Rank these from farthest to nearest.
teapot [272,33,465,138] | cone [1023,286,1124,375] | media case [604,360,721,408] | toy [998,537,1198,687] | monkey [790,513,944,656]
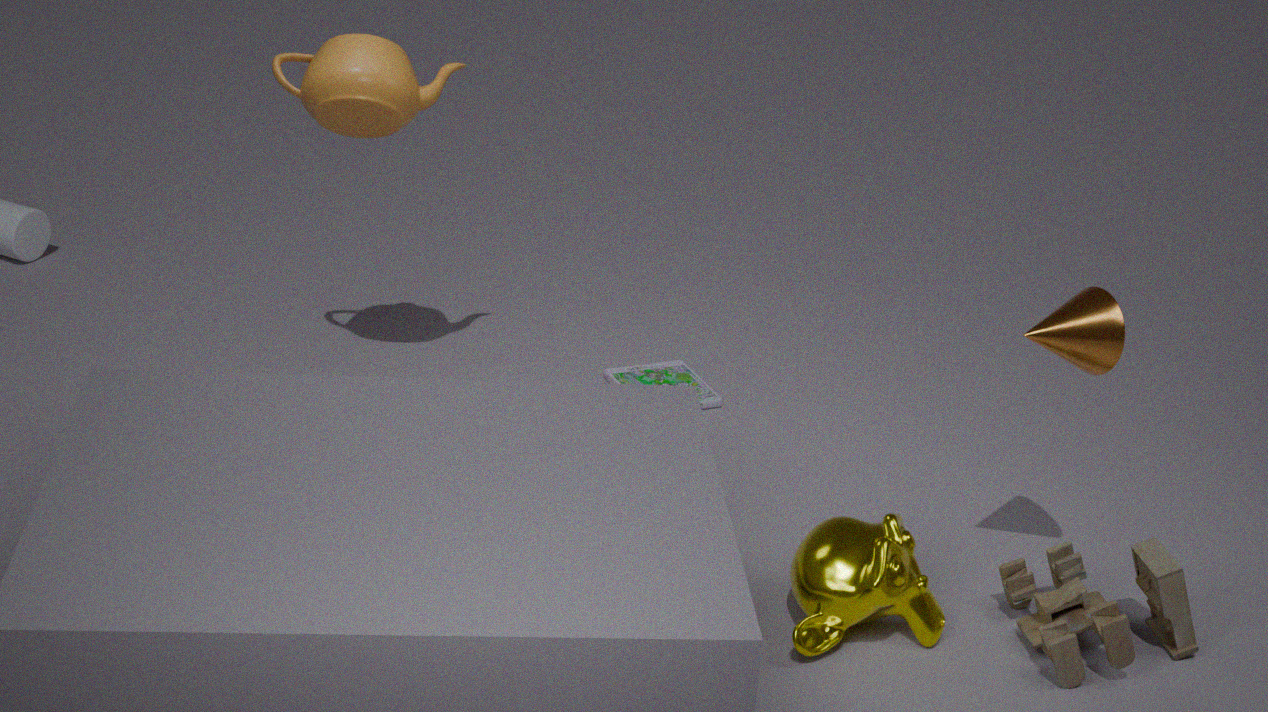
media case [604,360,721,408] < teapot [272,33,465,138] < cone [1023,286,1124,375] < monkey [790,513,944,656] < toy [998,537,1198,687]
